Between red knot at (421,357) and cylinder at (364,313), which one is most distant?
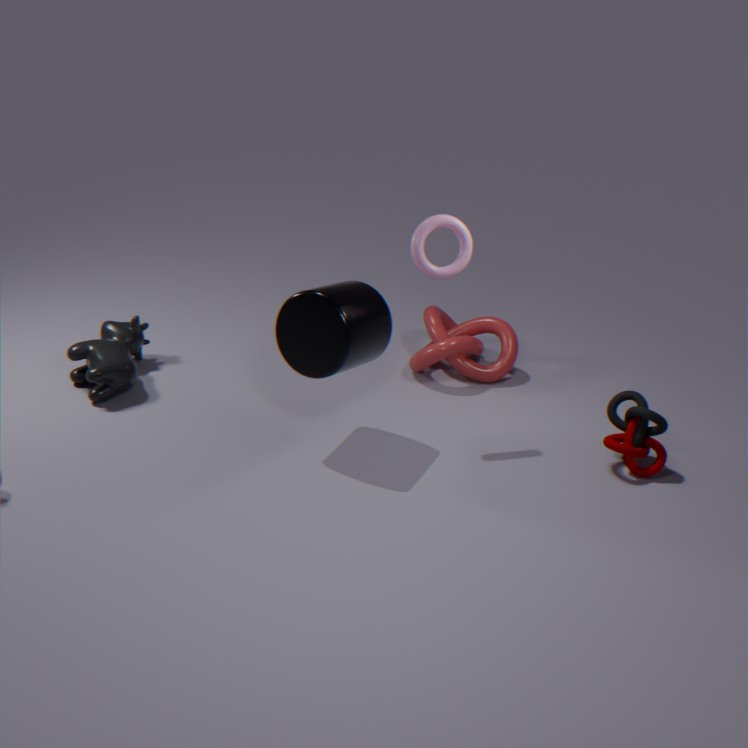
red knot at (421,357)
